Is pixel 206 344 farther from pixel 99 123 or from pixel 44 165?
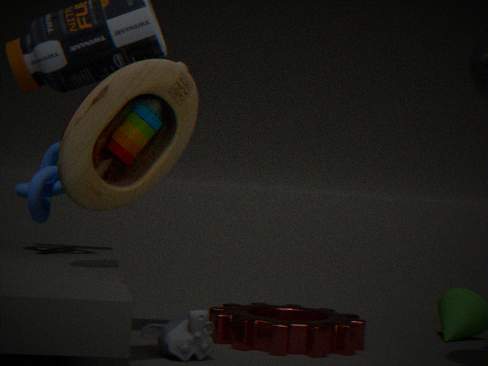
pixel 99 123
